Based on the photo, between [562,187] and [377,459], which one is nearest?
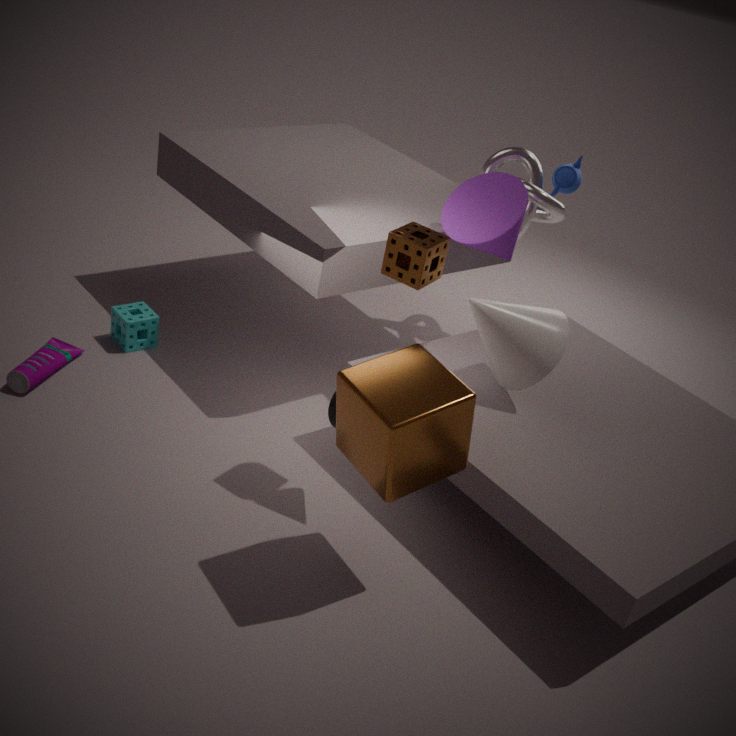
[377,459]
